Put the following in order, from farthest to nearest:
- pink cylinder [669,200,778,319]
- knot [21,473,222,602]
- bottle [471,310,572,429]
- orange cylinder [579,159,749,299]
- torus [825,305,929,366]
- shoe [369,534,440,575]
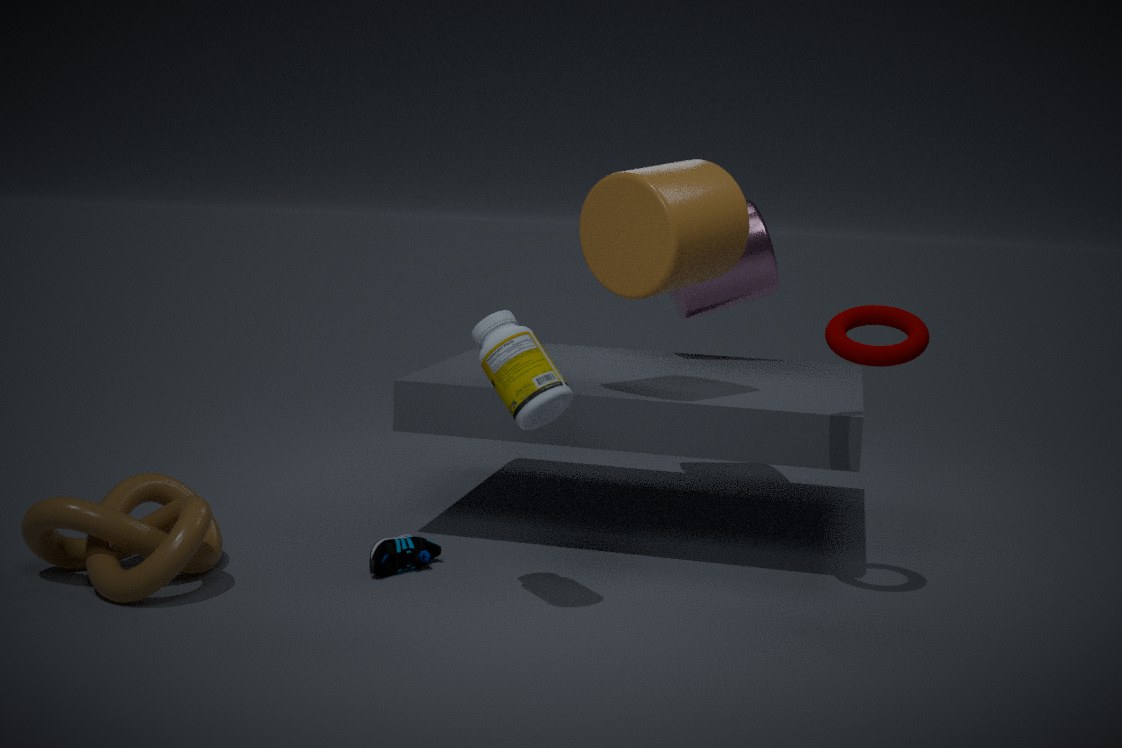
pink cylinder [669,200,778,319], shoe [369,534,440,575], orange cylinder [579,159,749,299], torus [825,305,929,366], knot [21,473,222,602], bottle [471,310,572,429]
